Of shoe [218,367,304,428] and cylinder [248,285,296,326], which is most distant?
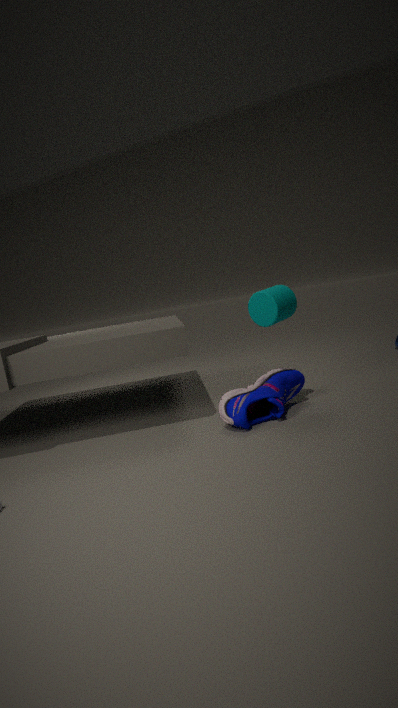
cylinder [248,285,296,326]
